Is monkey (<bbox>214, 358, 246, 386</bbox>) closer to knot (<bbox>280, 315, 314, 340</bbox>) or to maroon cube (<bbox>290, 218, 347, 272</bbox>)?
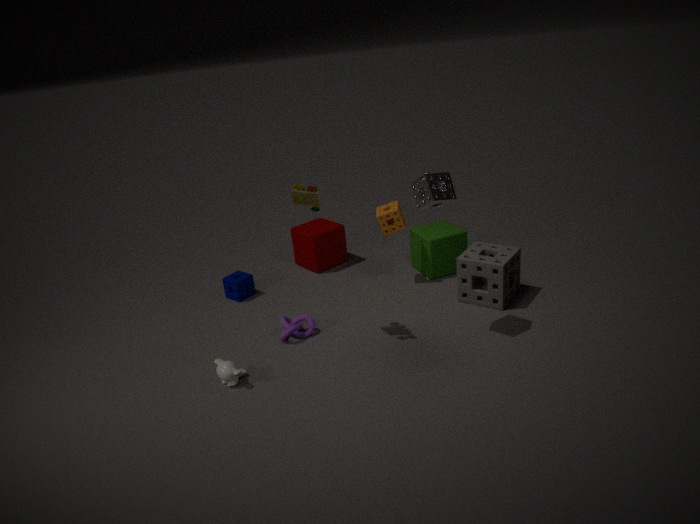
knot (<bbox>280, 315, 314, 340</bbox>)
